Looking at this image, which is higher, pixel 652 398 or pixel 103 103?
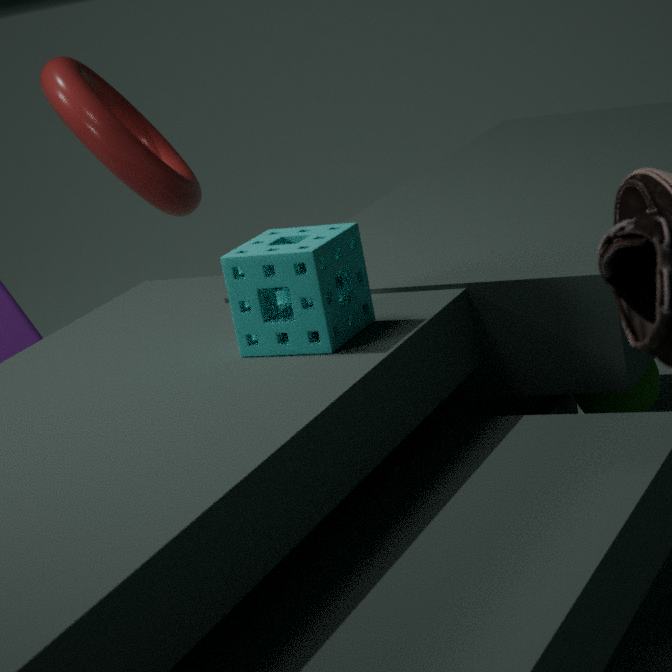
pixel 103 103
